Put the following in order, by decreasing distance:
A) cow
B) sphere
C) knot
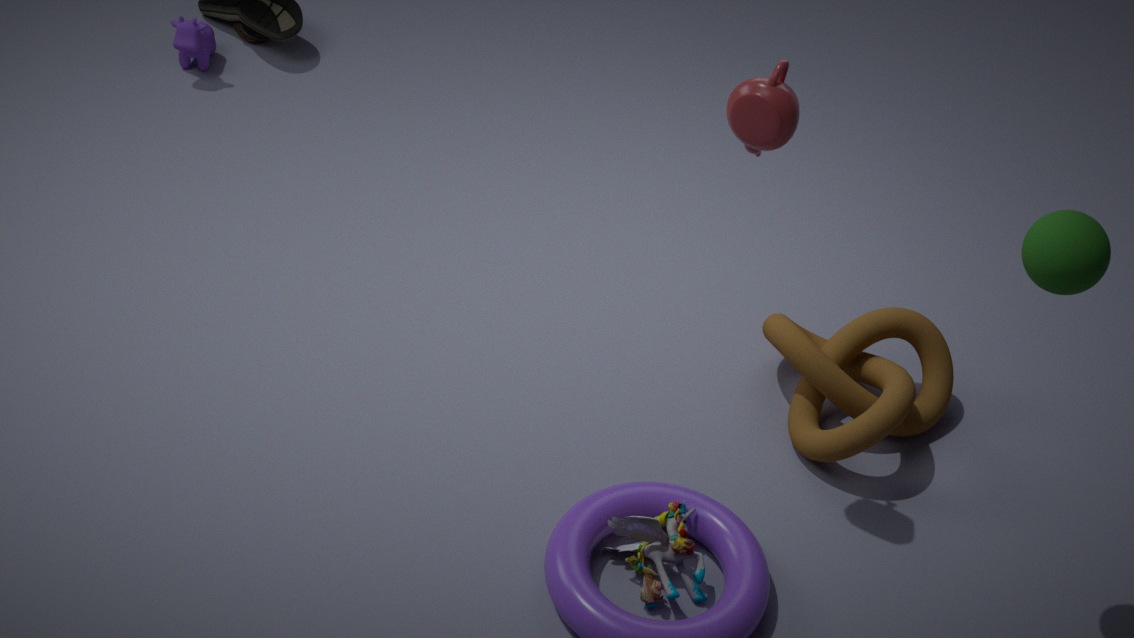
cow, knot, sphere
